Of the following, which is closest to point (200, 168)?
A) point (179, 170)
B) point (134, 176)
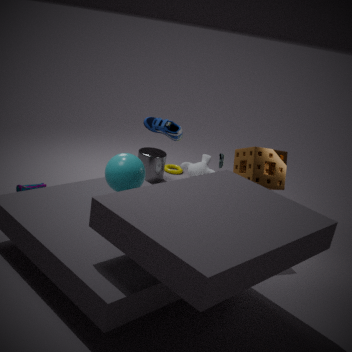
point (179, 170)
